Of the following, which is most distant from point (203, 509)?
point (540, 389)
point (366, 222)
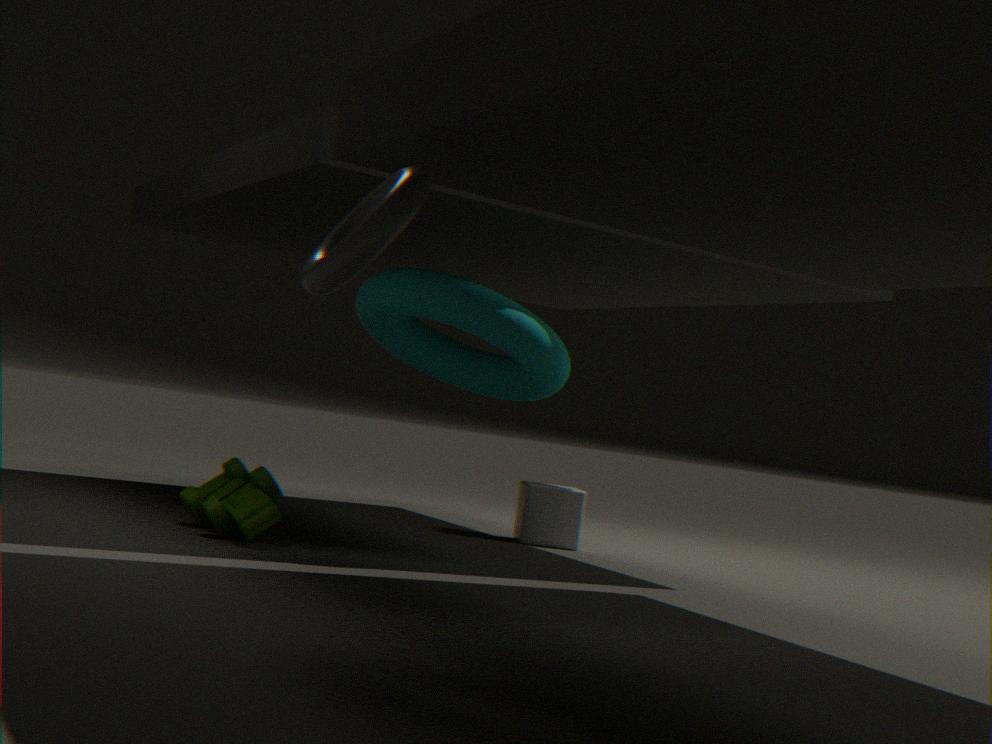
point (366, 222)
